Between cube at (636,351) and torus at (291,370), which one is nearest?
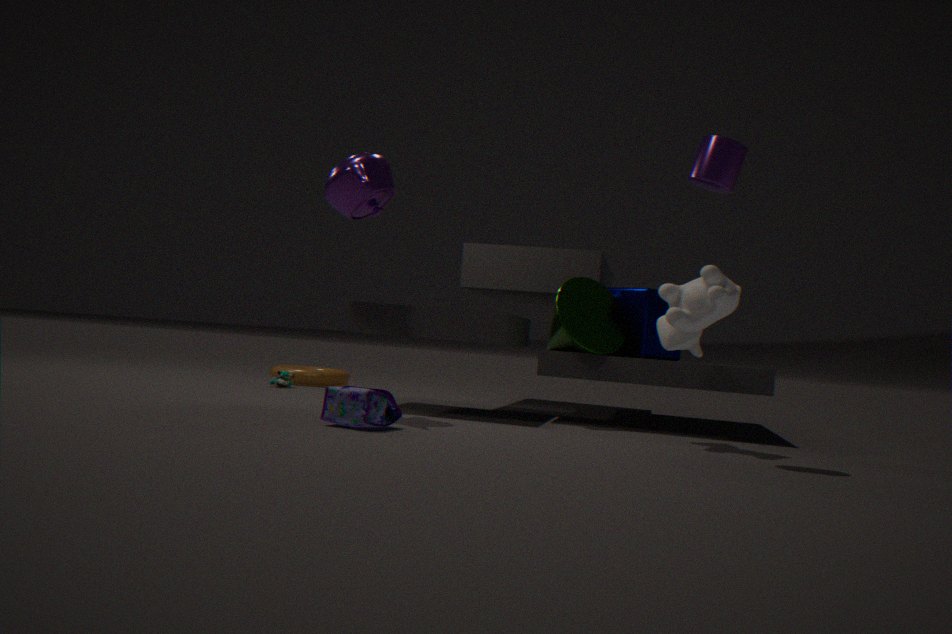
cube at (636,351)
